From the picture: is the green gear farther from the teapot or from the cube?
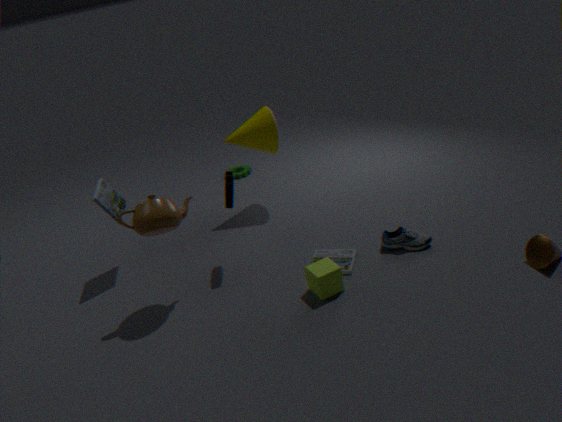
Result: the cube
